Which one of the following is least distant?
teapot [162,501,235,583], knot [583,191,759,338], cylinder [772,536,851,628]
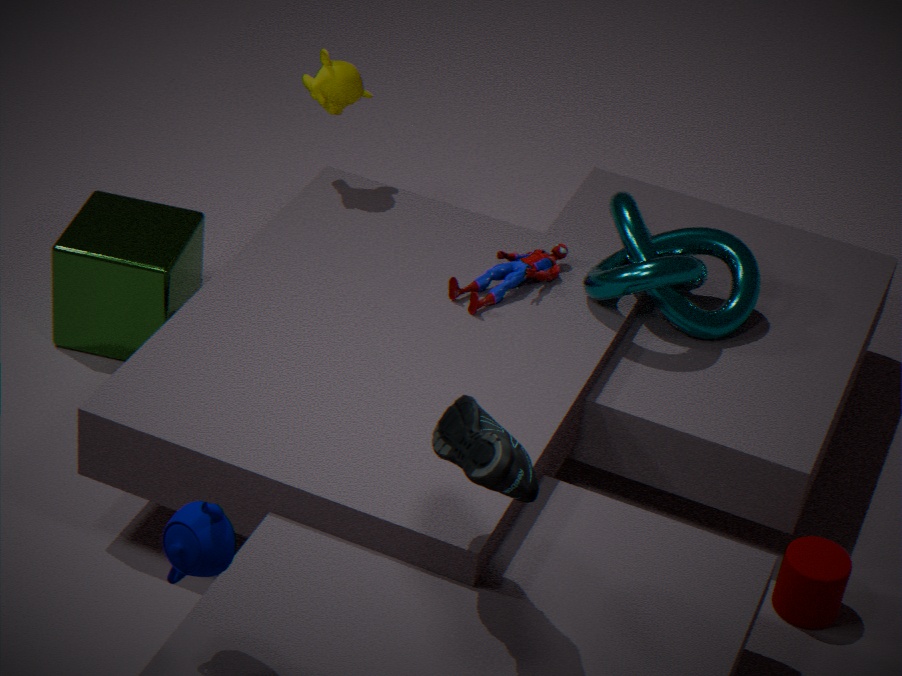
teapot [162,501,235,583]
